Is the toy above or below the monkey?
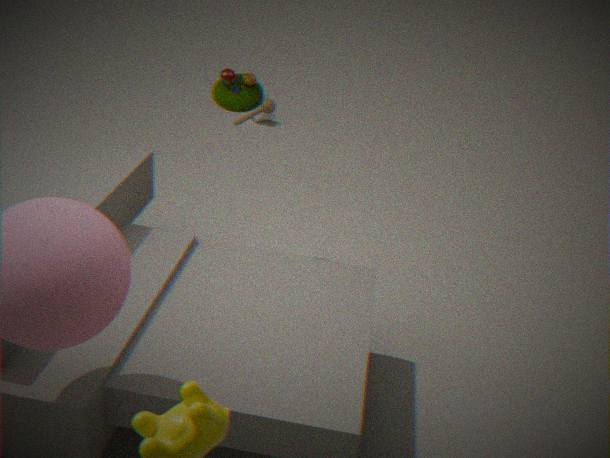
above
